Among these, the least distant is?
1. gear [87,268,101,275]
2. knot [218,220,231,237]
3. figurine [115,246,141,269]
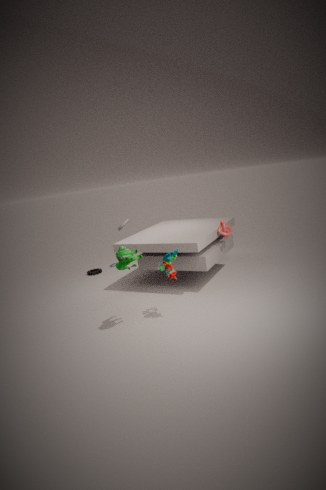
figurine [115,246,141,269]
